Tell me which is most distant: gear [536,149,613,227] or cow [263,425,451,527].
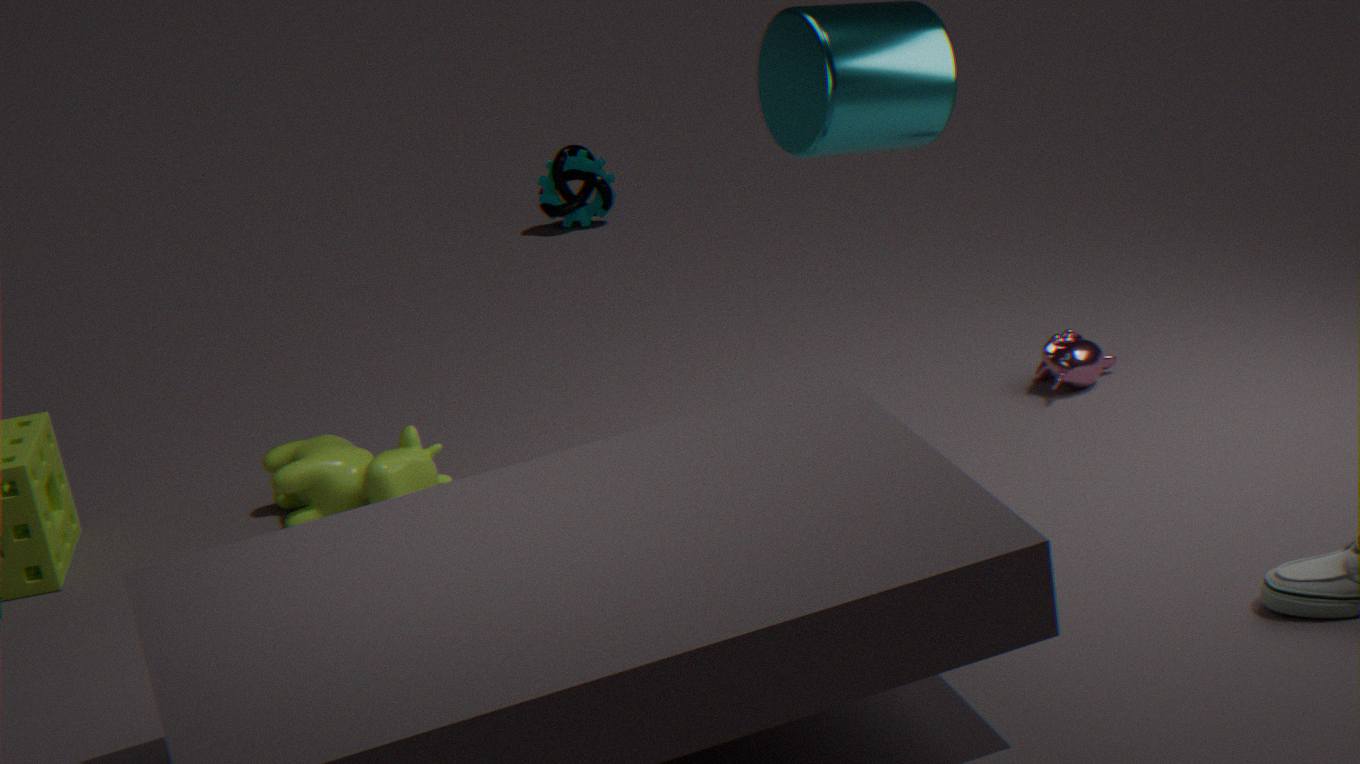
gear [536,149,613,227]
